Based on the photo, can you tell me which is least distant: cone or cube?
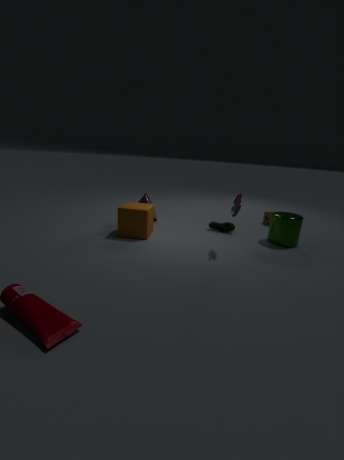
cube
